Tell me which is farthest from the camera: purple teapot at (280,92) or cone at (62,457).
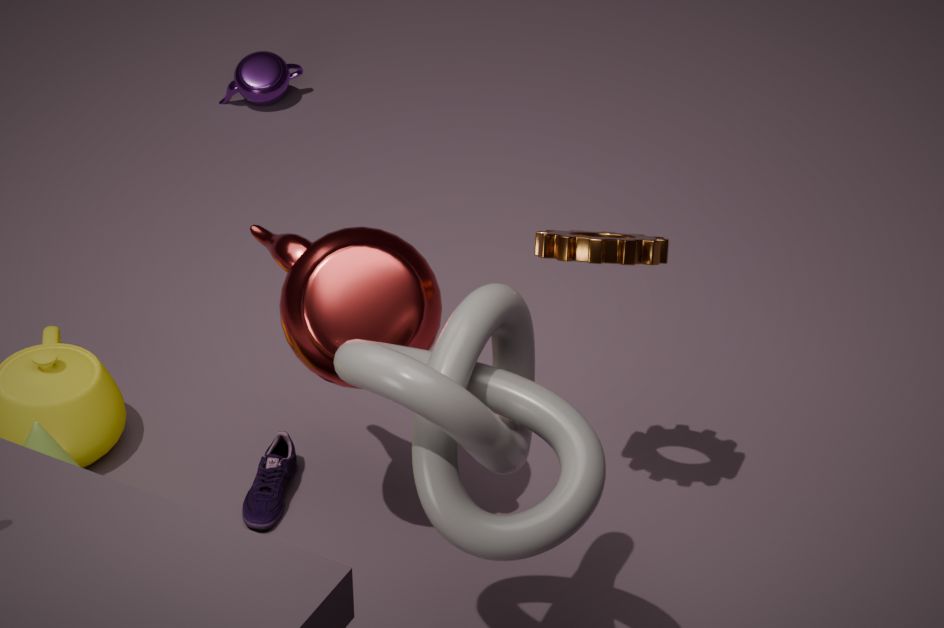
purple teapot at (280,92)
